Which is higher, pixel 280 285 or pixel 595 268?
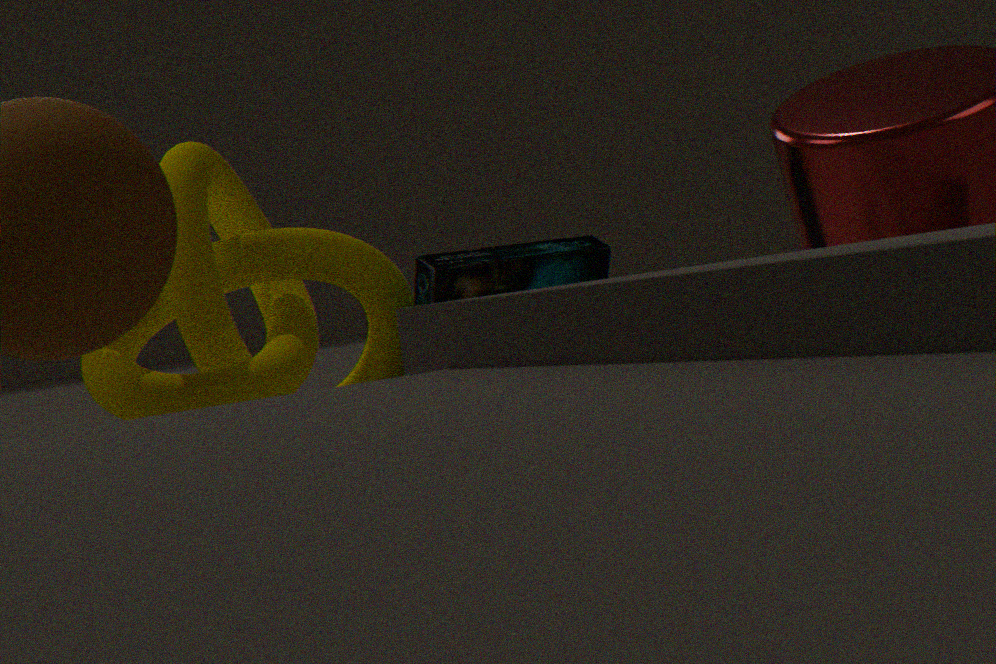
pixel 280 285
